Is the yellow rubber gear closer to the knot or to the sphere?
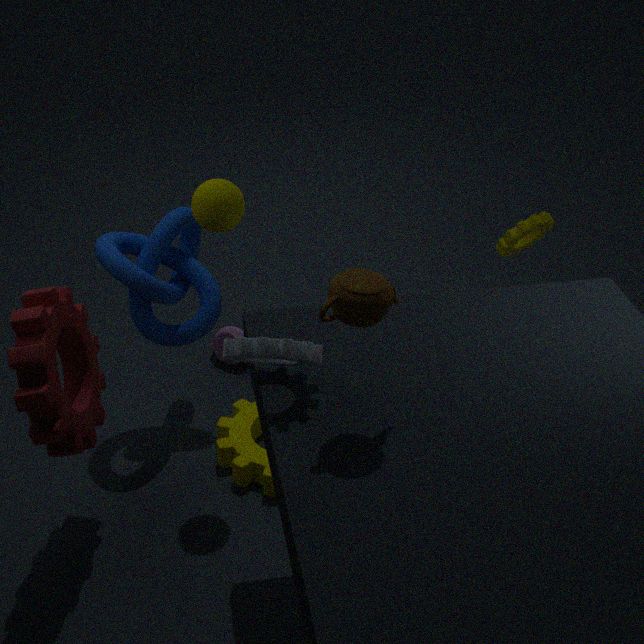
the knot
